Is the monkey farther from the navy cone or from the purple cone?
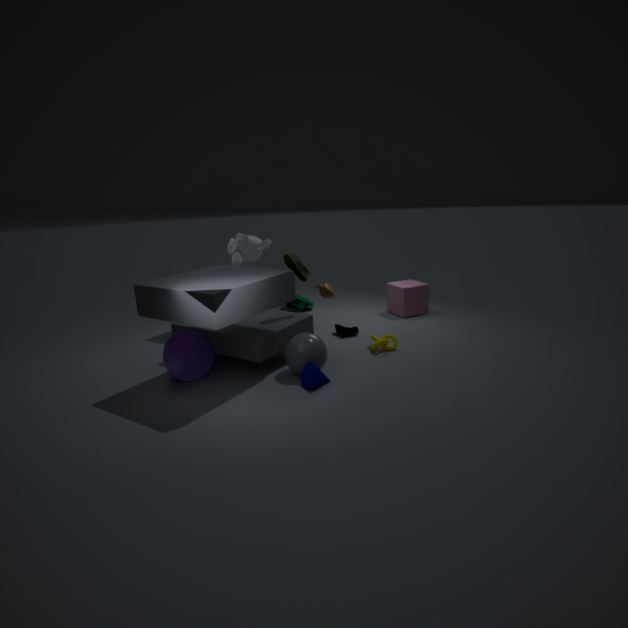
the navy cone
